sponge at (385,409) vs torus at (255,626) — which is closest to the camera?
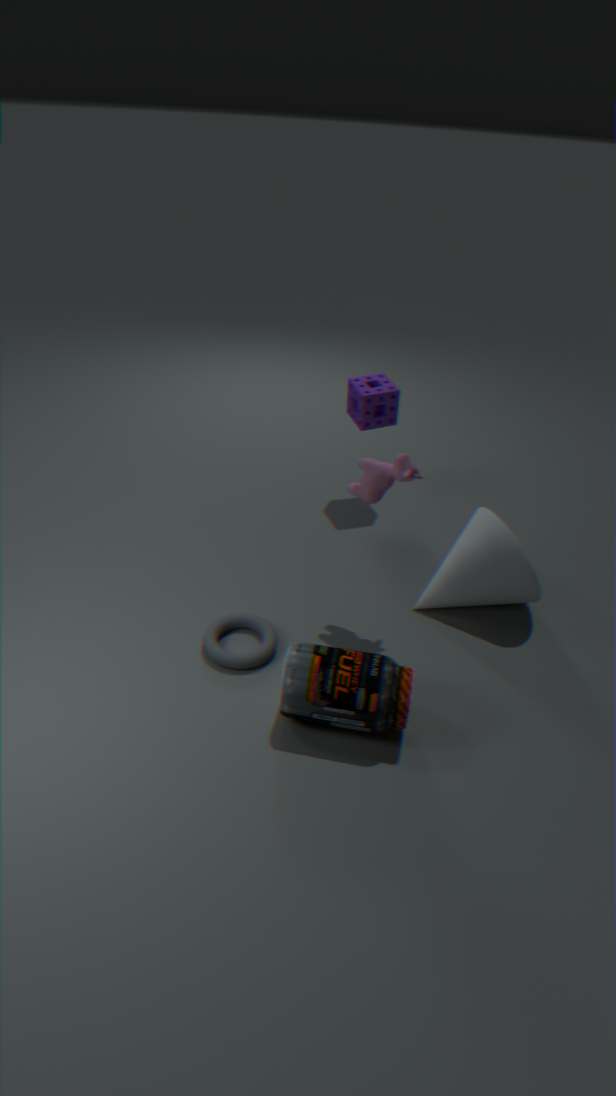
torus at (255,626)
